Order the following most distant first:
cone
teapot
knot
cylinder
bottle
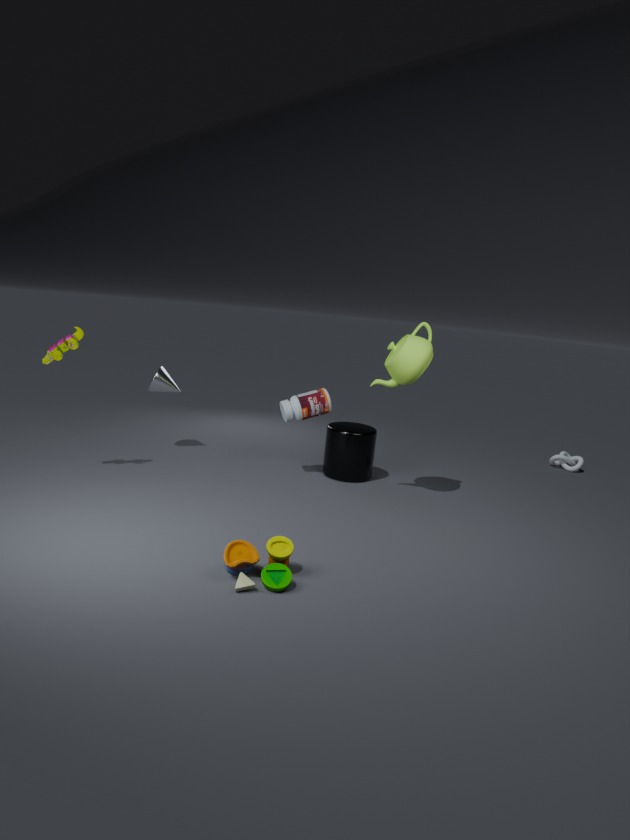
knot
cone
cylinder
bottle
teapot
